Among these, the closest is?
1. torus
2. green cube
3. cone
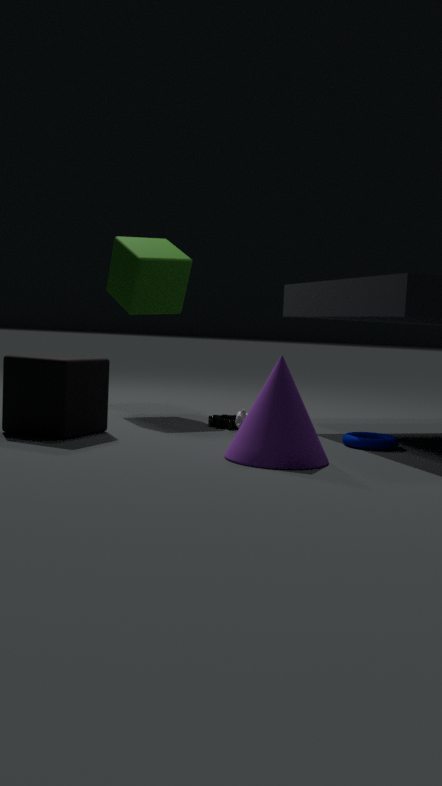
cone
